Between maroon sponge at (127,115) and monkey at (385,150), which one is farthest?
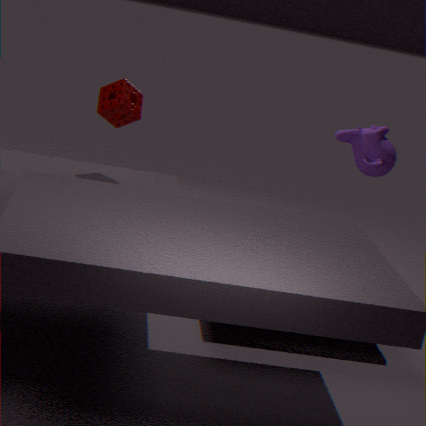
monkey at (385,150)
